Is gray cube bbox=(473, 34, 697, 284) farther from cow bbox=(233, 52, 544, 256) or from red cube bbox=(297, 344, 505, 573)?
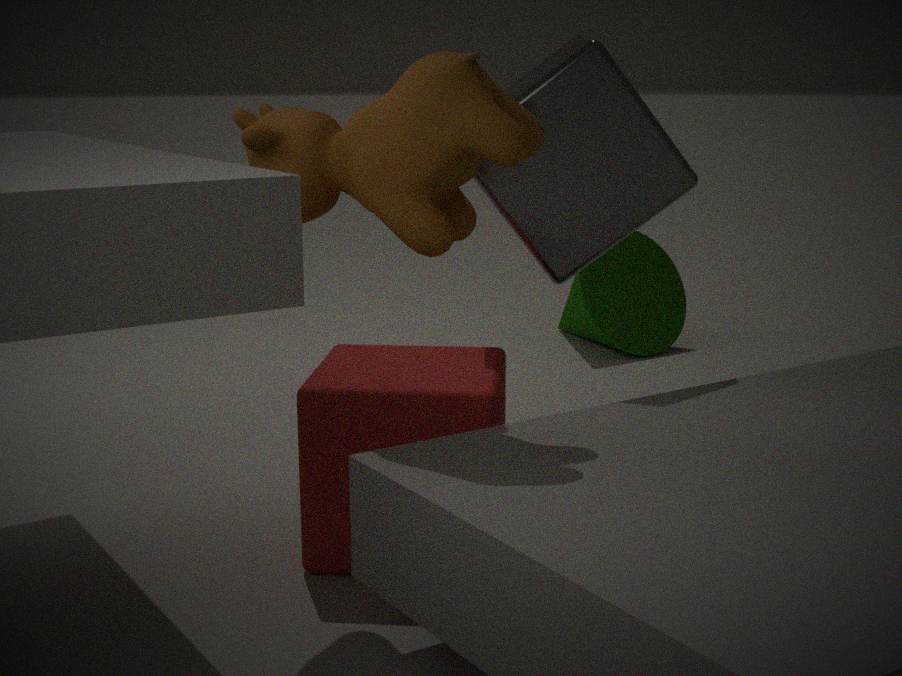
cow bbox=(233, 52, 544, 256)
